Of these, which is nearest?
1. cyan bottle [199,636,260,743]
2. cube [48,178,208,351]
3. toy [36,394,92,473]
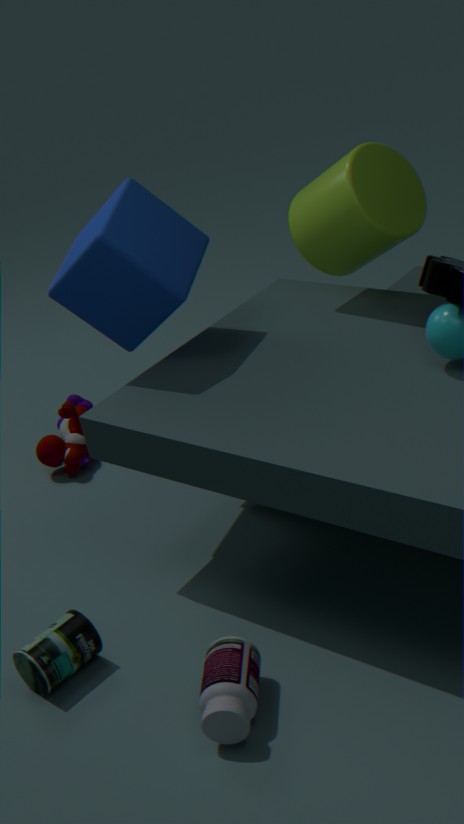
cyan bottle [199,636,260,743]
